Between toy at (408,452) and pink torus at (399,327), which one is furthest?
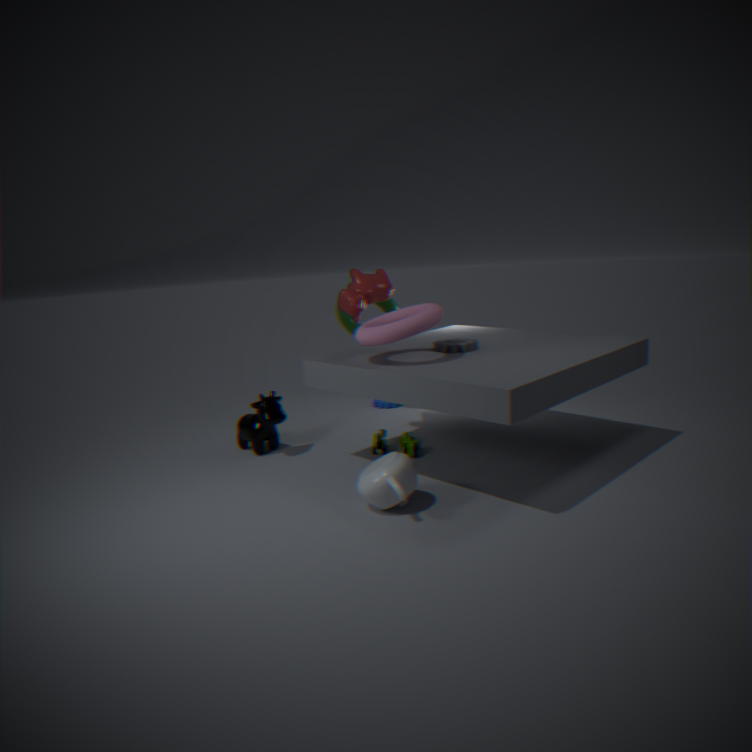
toy at (408,452)
